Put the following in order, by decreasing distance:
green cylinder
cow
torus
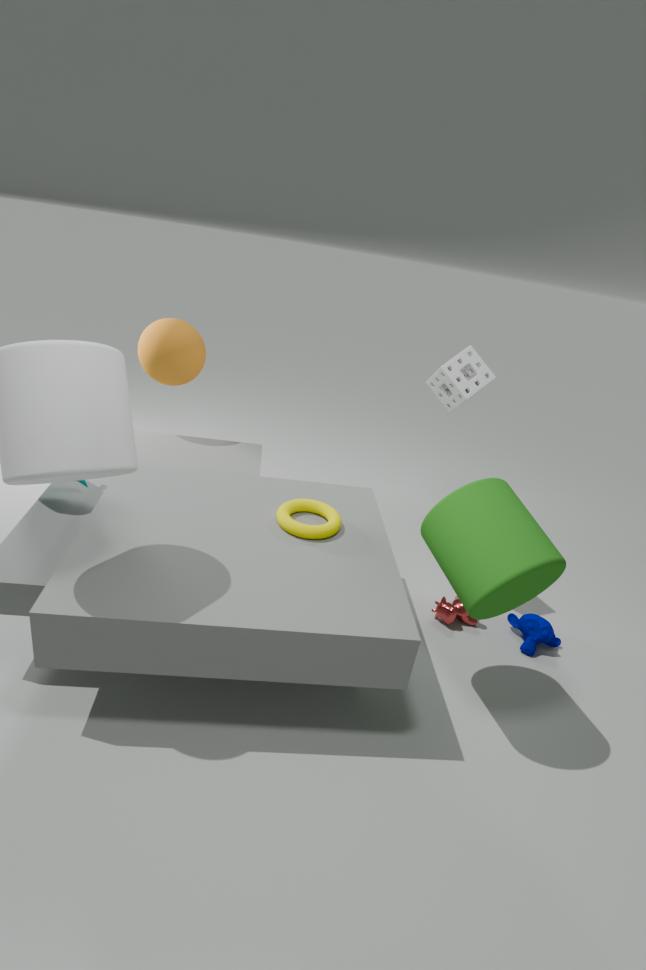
cow, torus, green cylinder
